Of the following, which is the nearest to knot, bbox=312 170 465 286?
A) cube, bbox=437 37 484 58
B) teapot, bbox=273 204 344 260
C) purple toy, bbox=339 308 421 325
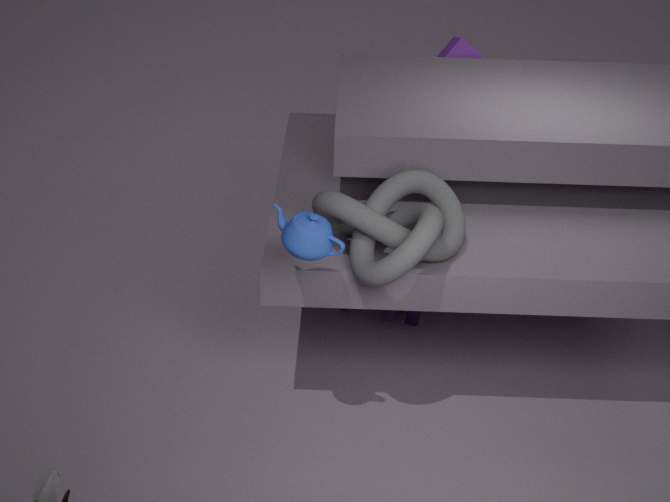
teapot, bbox=273 204 344 260
